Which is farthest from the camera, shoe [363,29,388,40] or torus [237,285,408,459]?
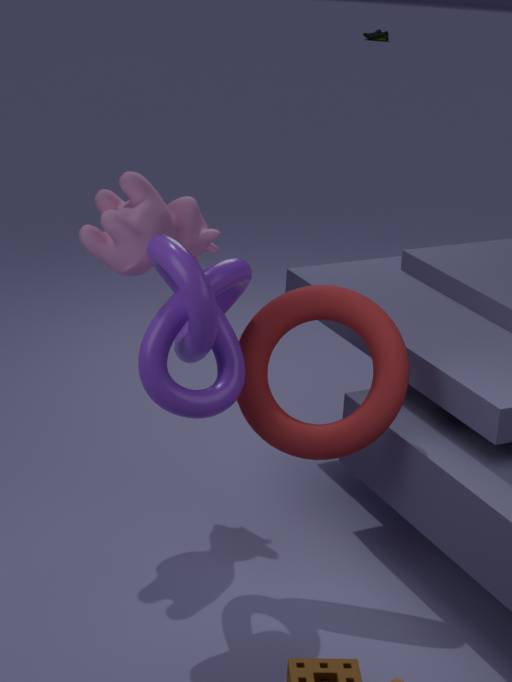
shoe [363,29,388,40]
